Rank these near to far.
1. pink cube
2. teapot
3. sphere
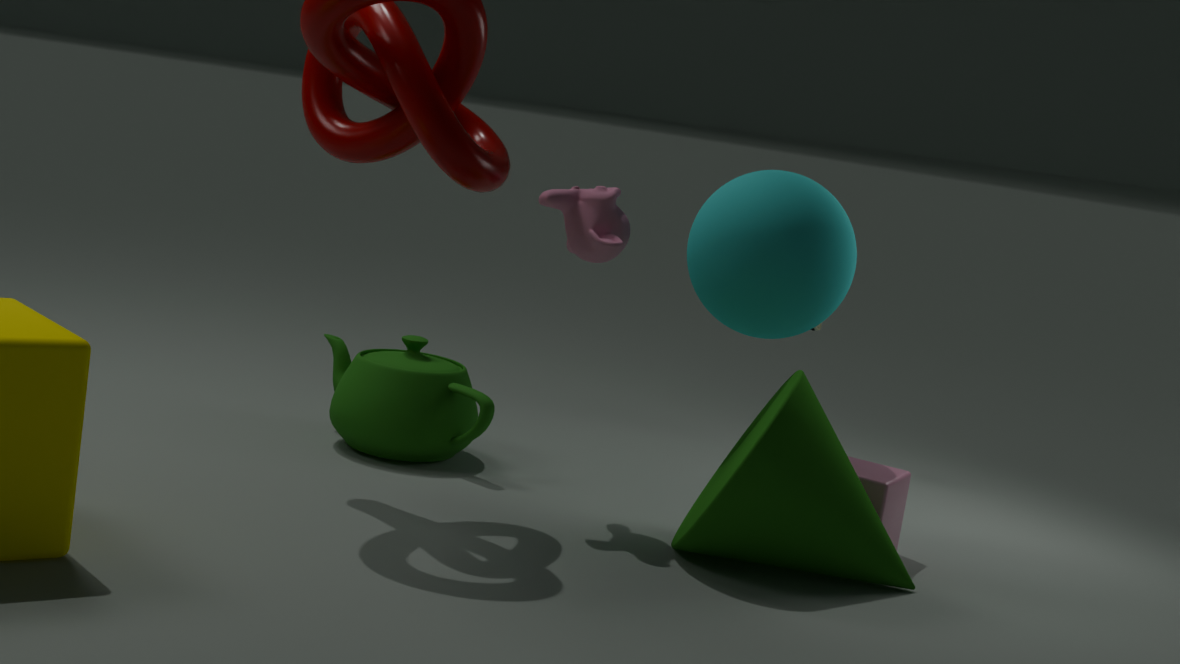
pink cube
sphere
teapot
